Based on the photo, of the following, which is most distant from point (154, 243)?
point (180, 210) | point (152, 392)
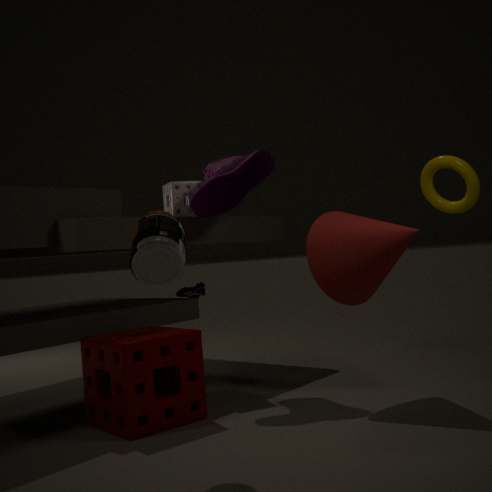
point (180, 210)
